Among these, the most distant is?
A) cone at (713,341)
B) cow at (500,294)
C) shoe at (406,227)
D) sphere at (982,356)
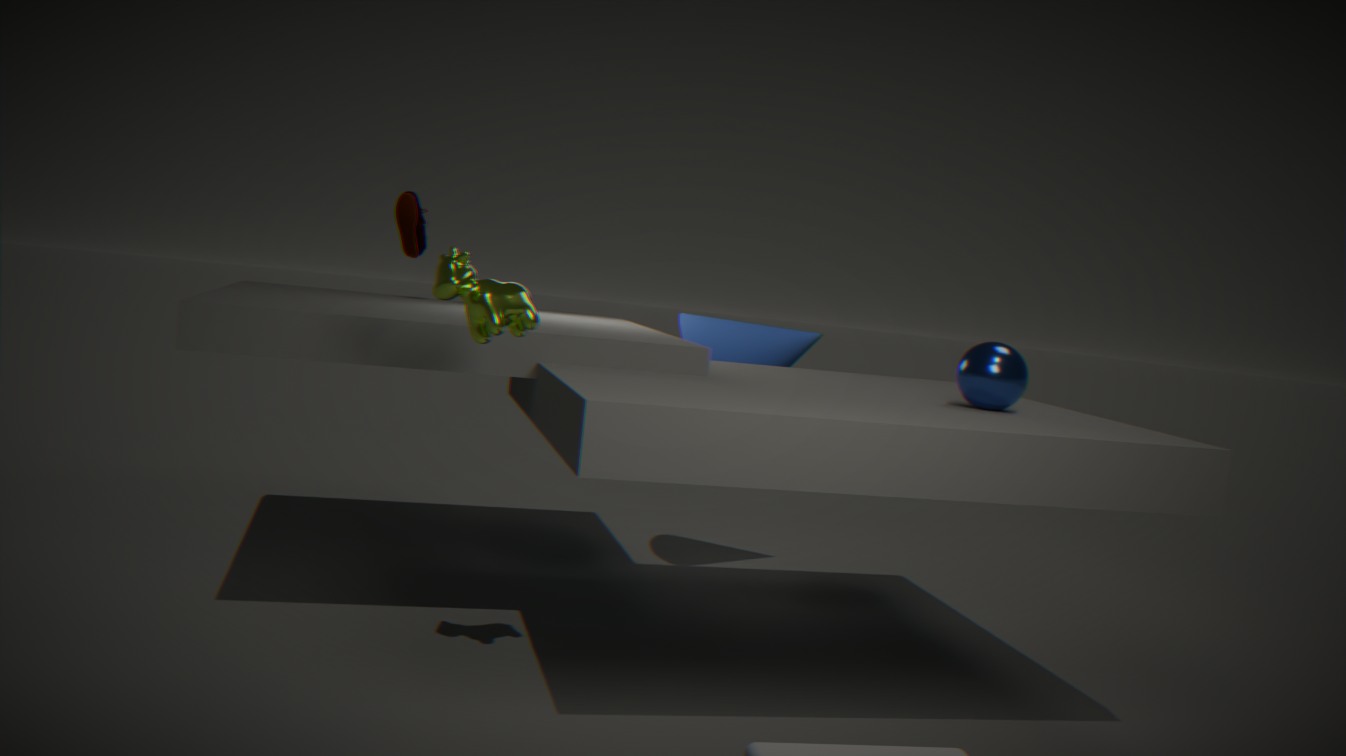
shoe at (406,227)
